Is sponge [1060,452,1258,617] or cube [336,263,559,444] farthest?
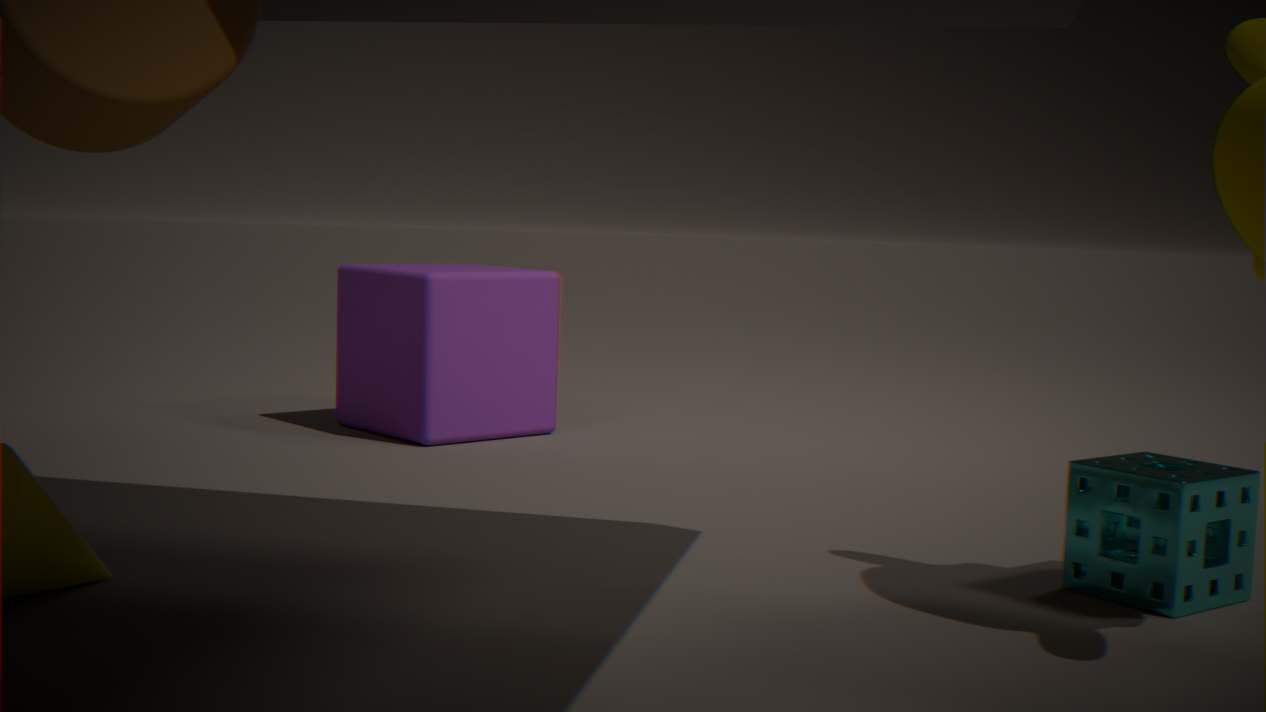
cube [336,263,559,444]
